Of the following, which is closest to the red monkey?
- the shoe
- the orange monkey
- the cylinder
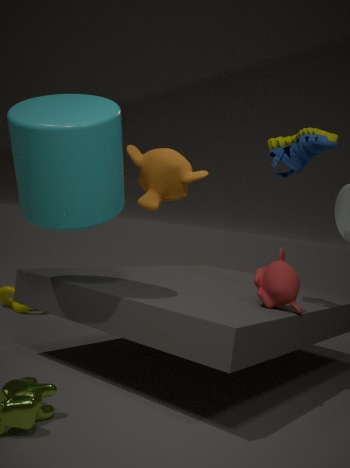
the shoe
